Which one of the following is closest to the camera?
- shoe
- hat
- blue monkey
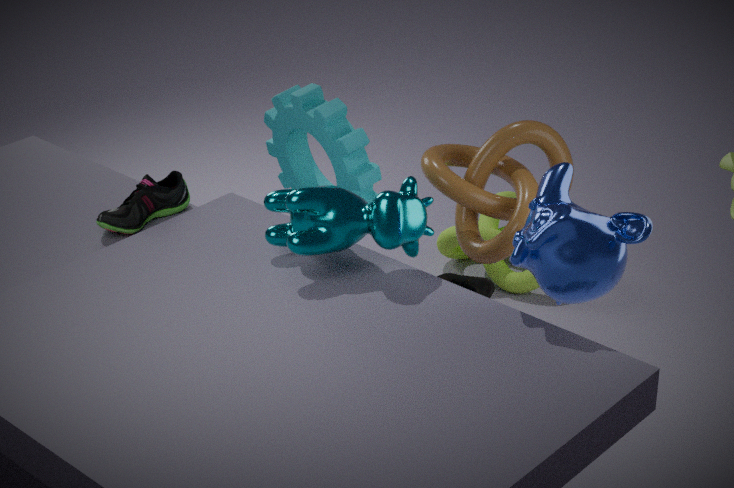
blue monkey
